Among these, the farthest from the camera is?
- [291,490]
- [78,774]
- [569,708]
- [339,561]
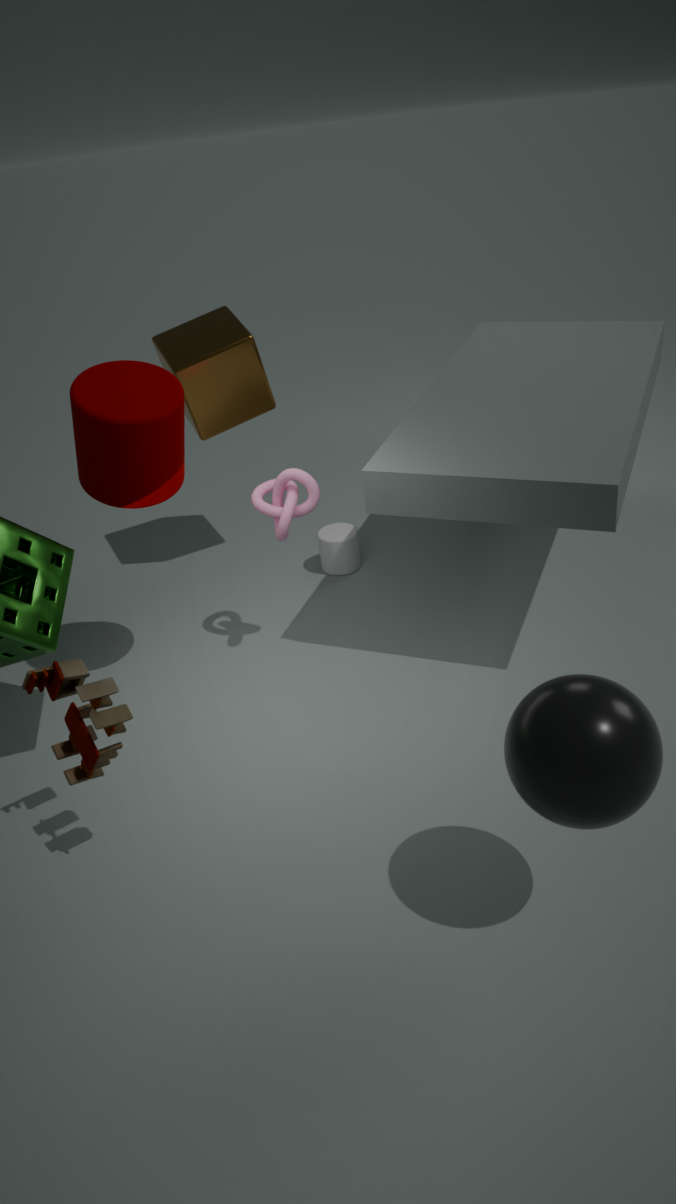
[339,561]
